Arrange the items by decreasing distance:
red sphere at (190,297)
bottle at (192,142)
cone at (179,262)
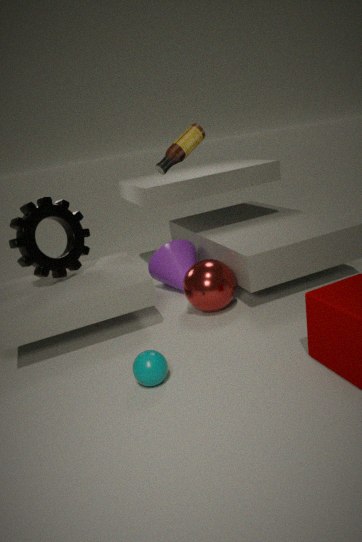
cone at (179,262) < red sphere at (190,297) < bottle at (192,142)
